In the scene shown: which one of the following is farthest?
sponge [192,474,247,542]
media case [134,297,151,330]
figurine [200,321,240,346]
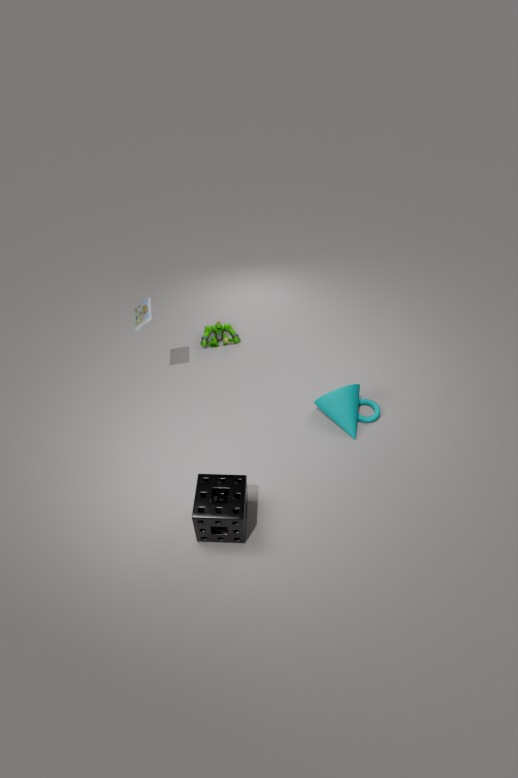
figurine [200,321,240,346]
